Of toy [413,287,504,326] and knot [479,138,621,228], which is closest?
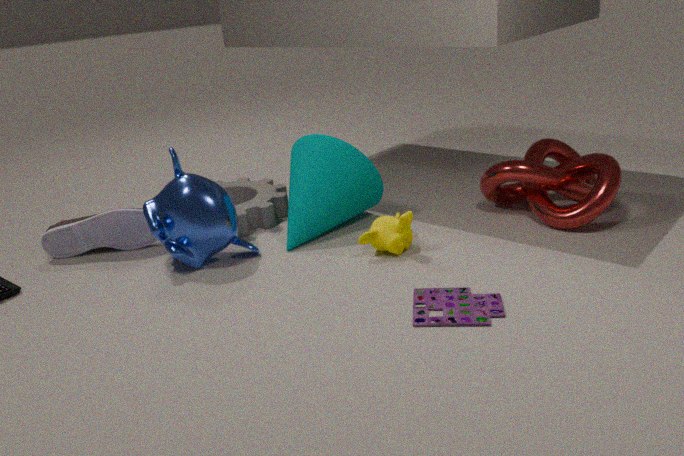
toy [413,287,504,326]
